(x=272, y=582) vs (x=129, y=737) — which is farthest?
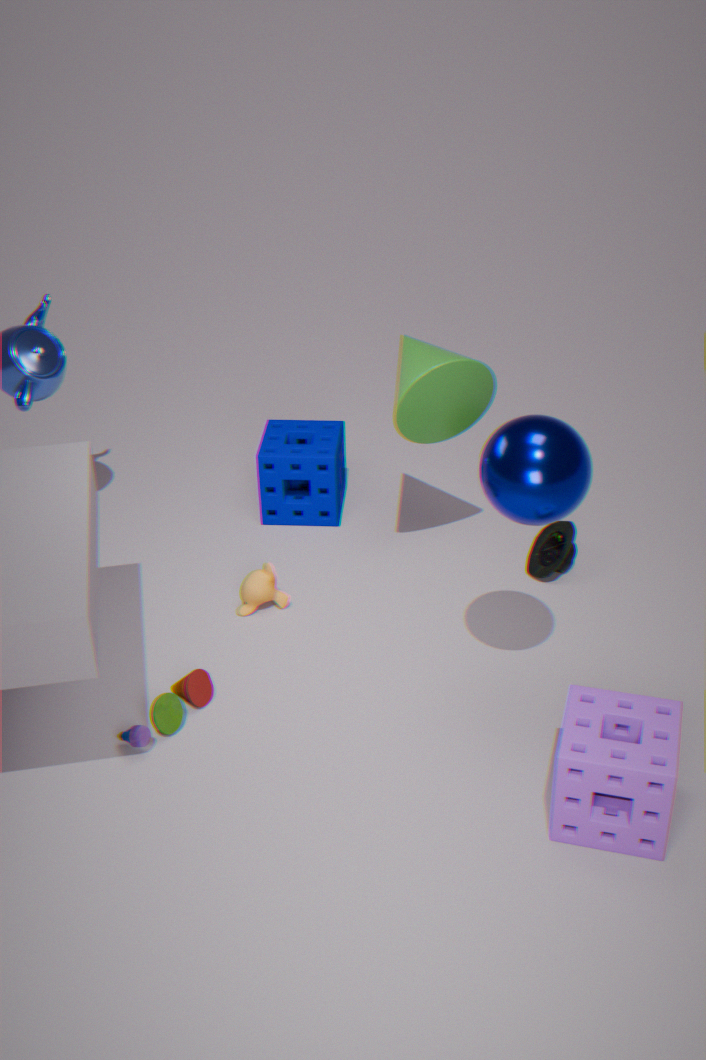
(x=272, y=582)
